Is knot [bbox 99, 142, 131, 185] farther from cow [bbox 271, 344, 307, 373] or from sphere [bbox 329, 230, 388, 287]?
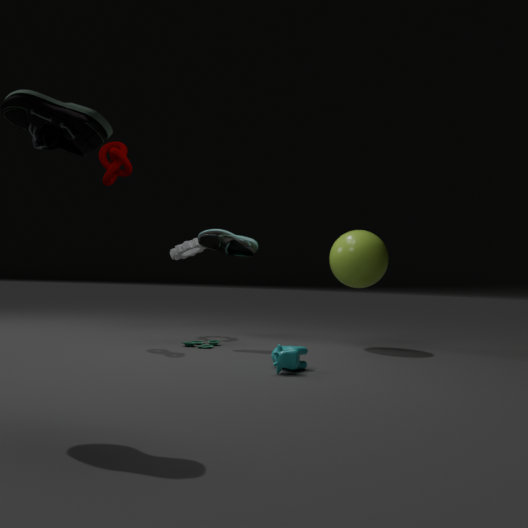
cow [bbox 271, 344, 307, 373]
